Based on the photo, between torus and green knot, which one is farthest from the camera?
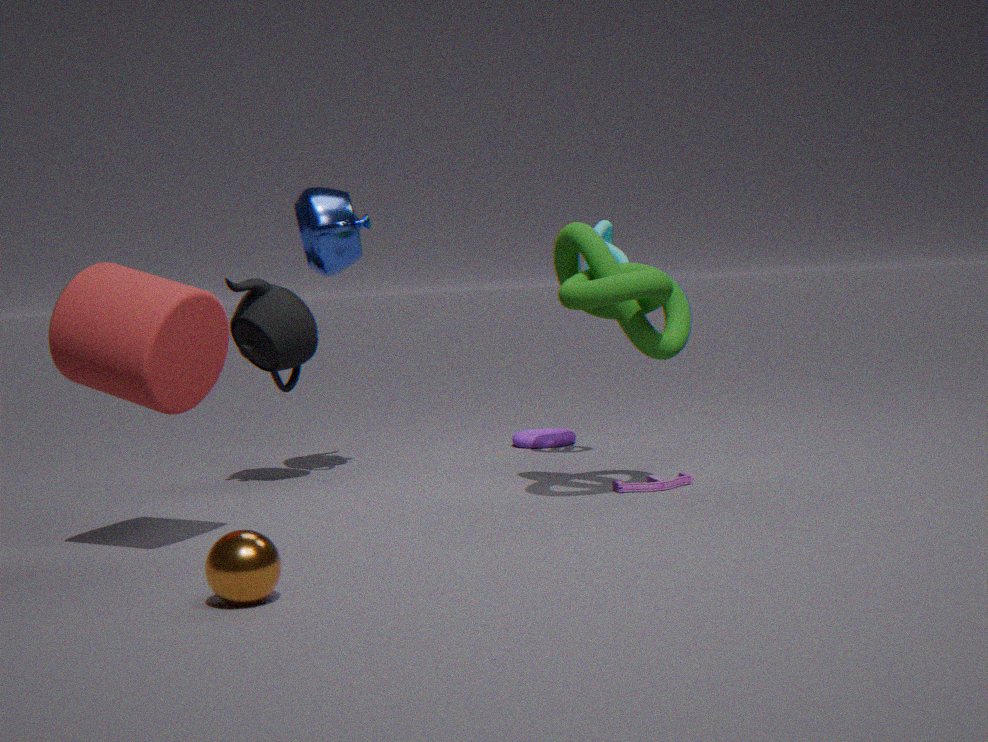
torus
